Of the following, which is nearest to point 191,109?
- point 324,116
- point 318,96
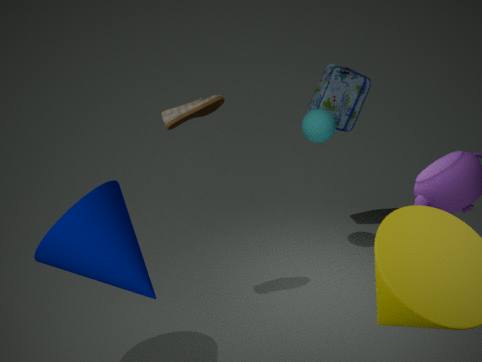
point 324,116
